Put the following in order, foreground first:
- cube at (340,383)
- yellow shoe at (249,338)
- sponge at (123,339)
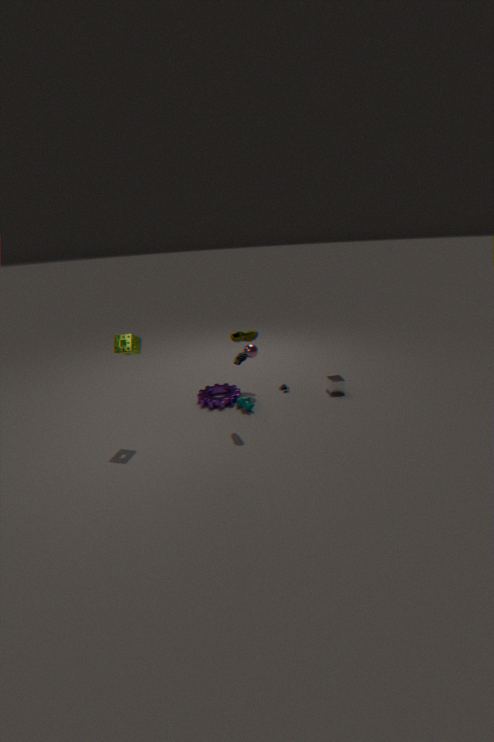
sponge at (123,339), cube at (340,383), yellow shoe at (249,338)
